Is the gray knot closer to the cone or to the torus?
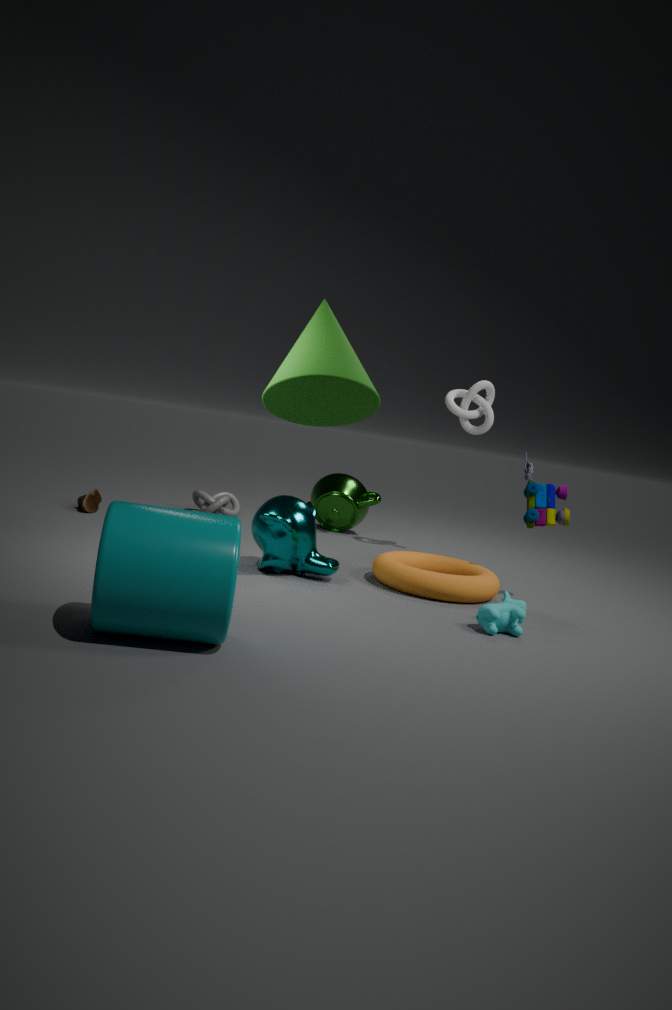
the torus
